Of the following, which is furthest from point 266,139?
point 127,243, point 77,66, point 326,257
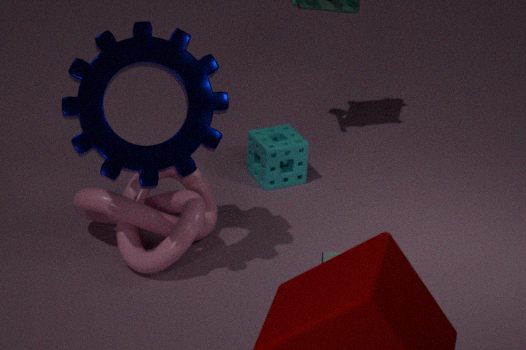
point 326,257
